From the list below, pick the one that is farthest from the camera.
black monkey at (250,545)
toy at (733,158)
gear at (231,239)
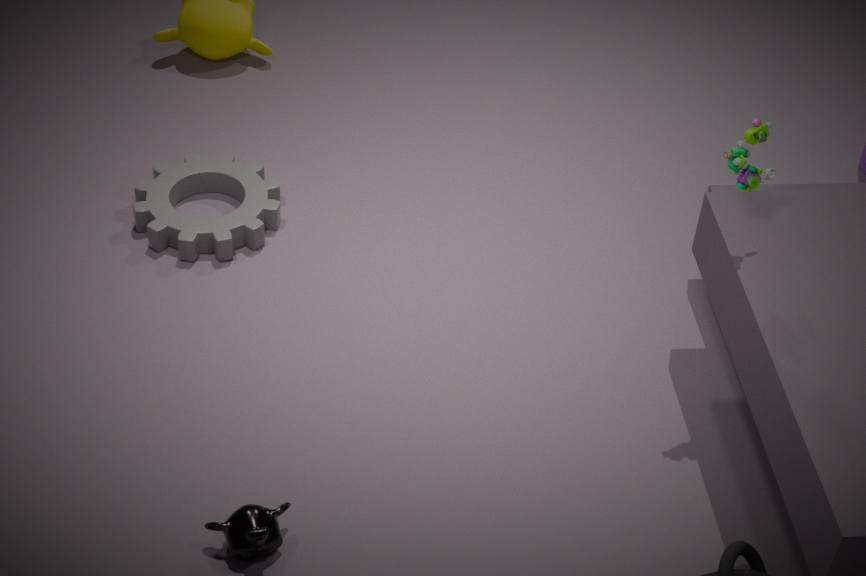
gear at (231,239)
